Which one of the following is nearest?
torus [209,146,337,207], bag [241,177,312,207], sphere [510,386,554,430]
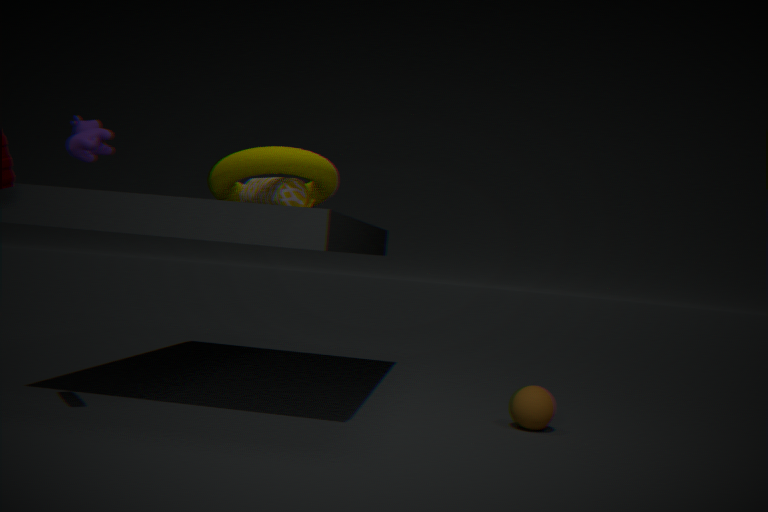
torus [209,146,337,207]
